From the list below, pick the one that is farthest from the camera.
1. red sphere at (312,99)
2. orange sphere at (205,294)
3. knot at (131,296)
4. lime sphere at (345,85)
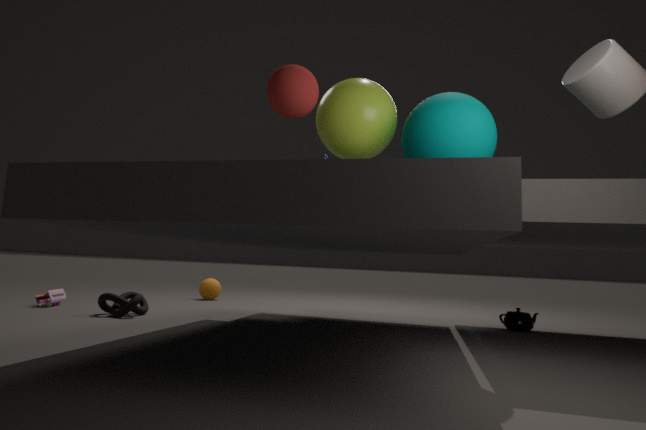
orange sphere at (205,294)
